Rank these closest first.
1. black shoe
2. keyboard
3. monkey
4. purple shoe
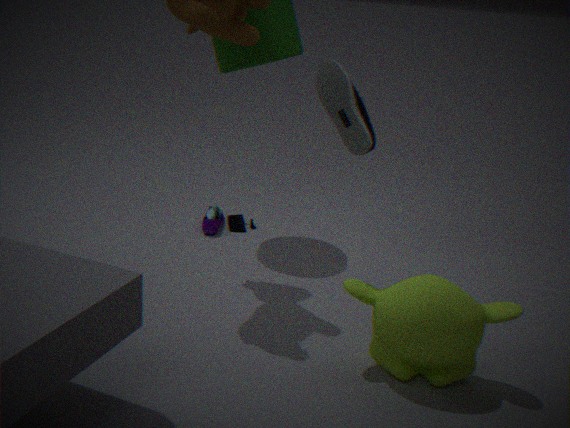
monkey
black shoe
purple shoe
keyboard
